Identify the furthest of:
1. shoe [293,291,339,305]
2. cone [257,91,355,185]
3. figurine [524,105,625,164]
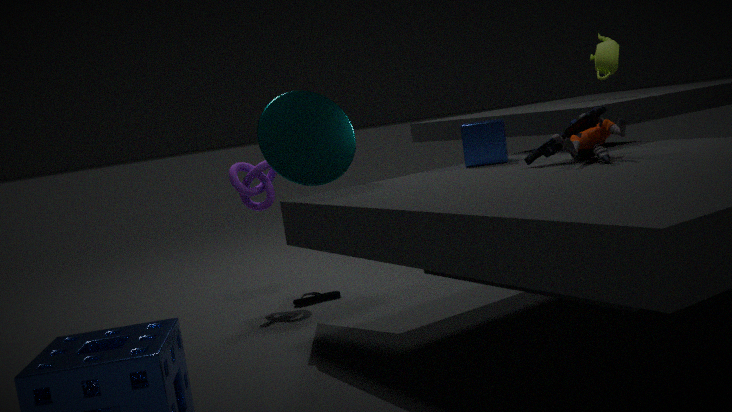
shoe [293,291,339,305]
